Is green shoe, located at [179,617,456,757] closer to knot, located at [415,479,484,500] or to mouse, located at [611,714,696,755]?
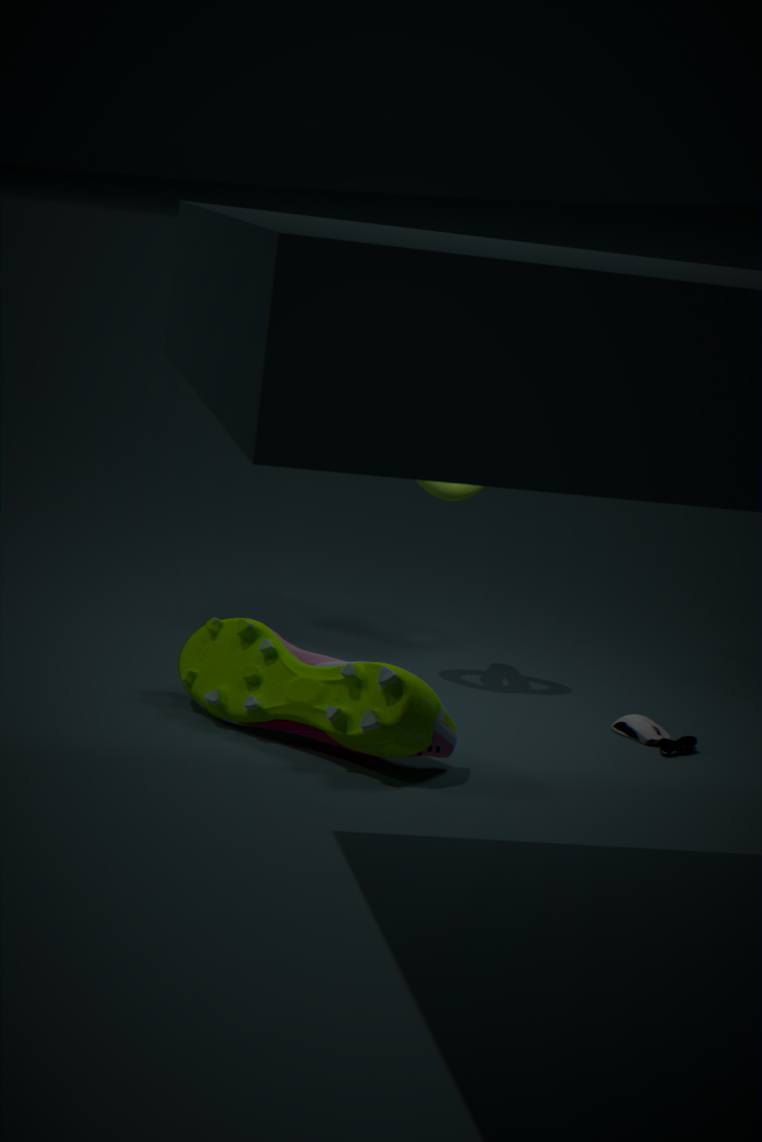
mouse, located at [611,714,696,755]
